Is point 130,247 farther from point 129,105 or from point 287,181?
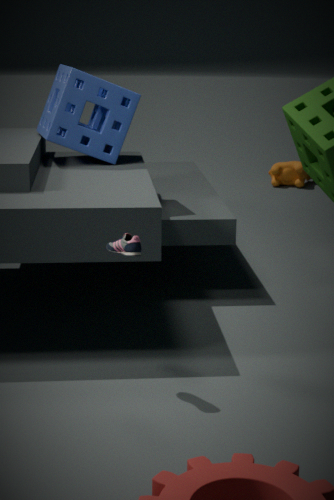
point 287,181
